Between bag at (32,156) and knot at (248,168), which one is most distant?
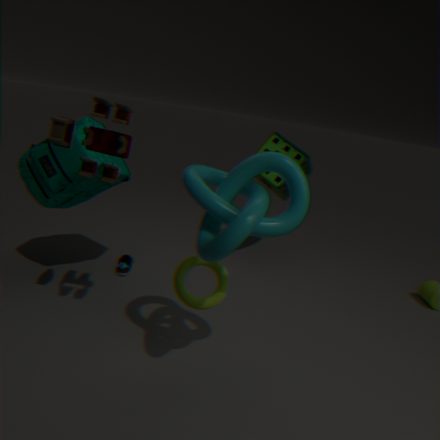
bag at (32,156)
